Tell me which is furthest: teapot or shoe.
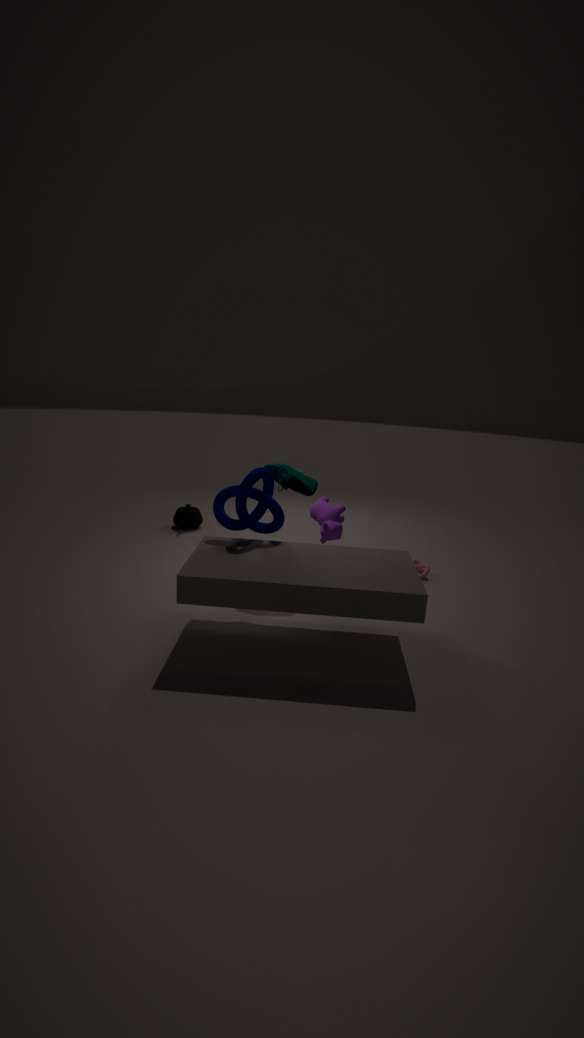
teapot
